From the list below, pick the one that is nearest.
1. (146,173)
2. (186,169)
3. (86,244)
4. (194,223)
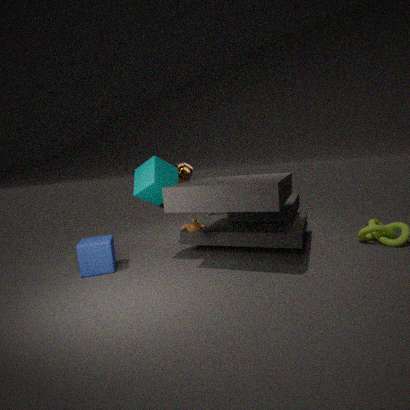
(146,173)
